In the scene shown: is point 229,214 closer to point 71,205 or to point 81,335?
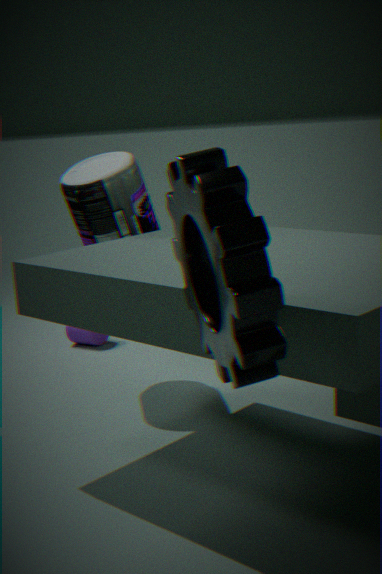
point 71,205
